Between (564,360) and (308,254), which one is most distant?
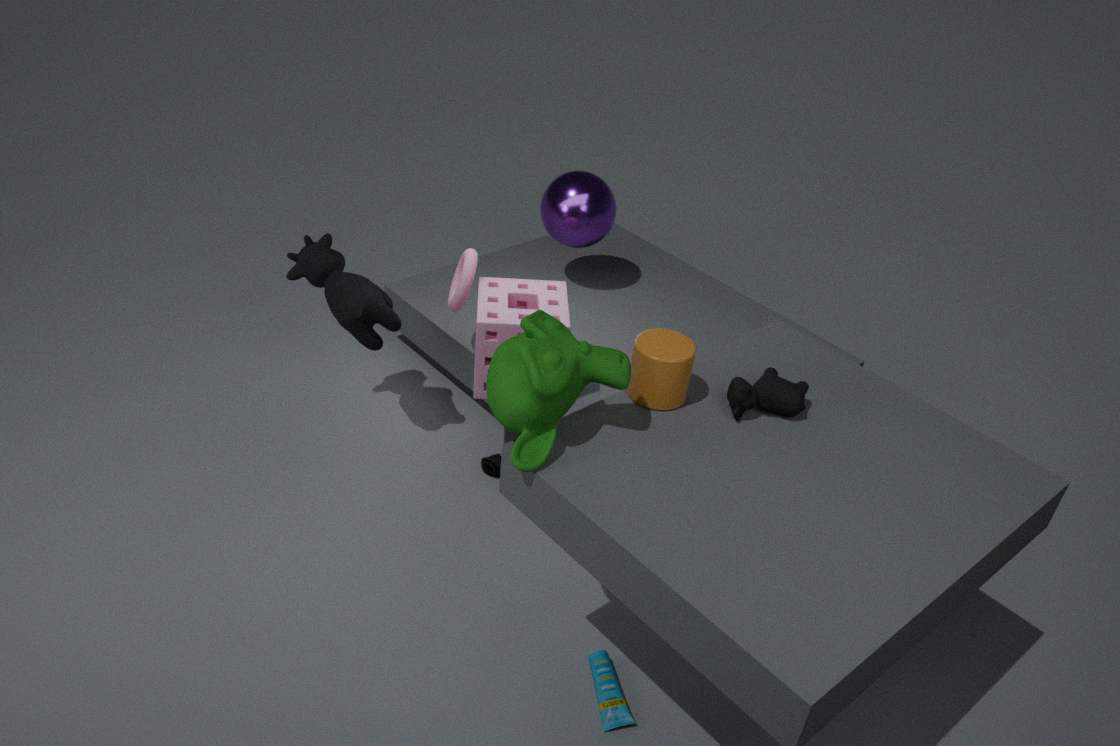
(308,254)
